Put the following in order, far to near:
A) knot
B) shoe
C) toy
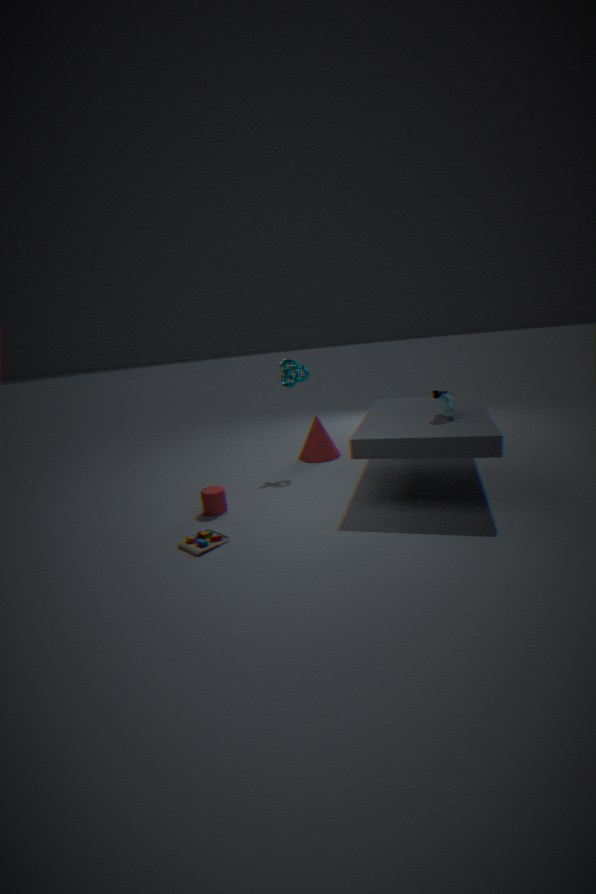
knot, shoe, toy
